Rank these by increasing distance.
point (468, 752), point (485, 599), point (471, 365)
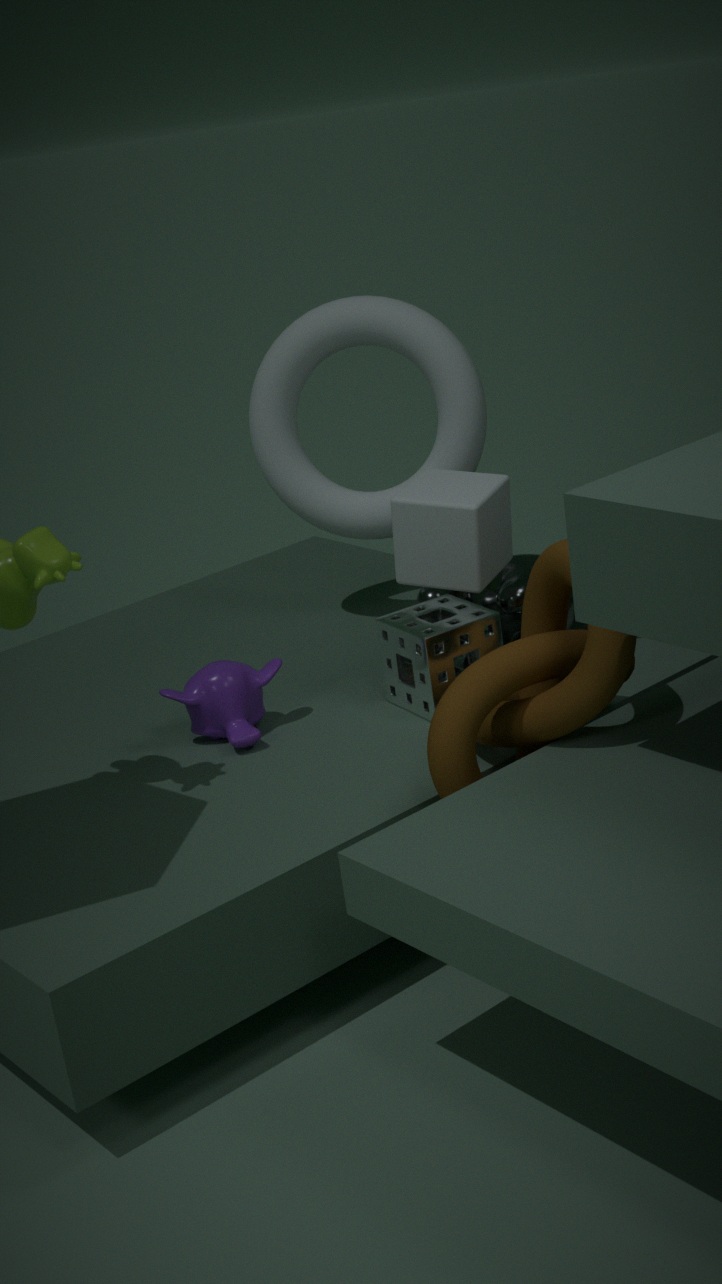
1. point (468, 752)
2. point (485, 599)
3. point (471, 365)
